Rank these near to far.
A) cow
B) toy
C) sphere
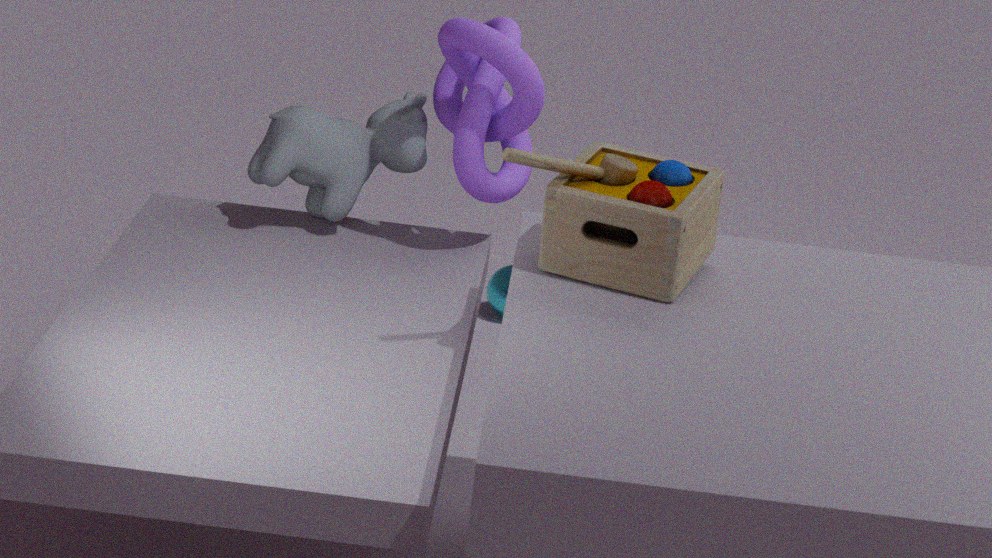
toy, cow, sphere
